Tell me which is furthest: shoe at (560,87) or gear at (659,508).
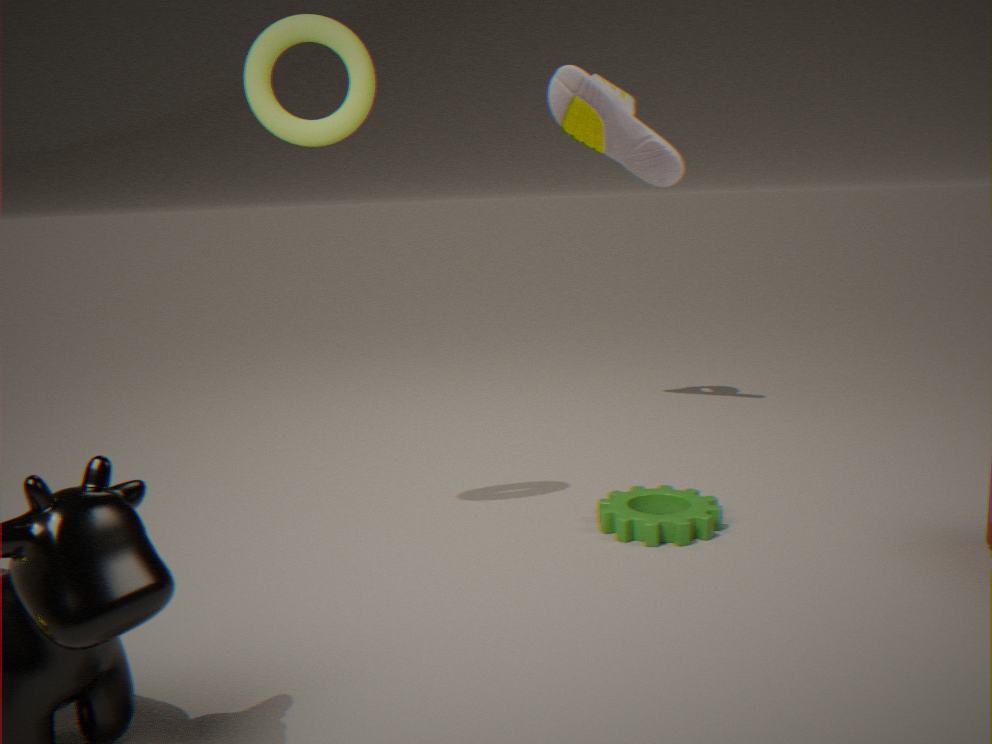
shoe at (560,87)
